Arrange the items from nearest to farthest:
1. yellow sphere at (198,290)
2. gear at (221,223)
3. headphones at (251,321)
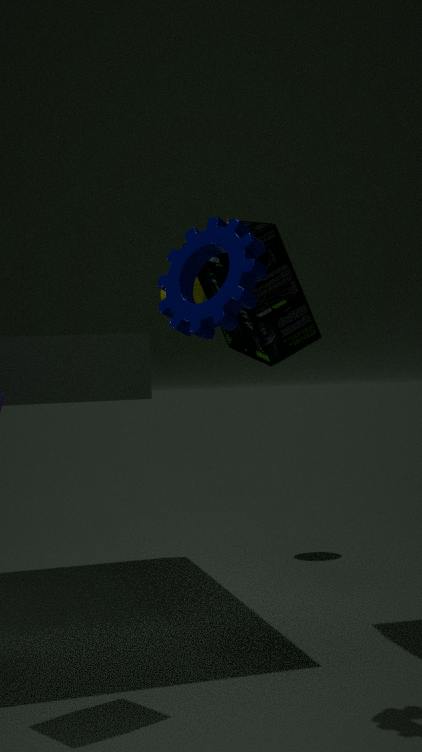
gear at (221,223) < headphones at (251,321) < yellow sphere at (198,290)
